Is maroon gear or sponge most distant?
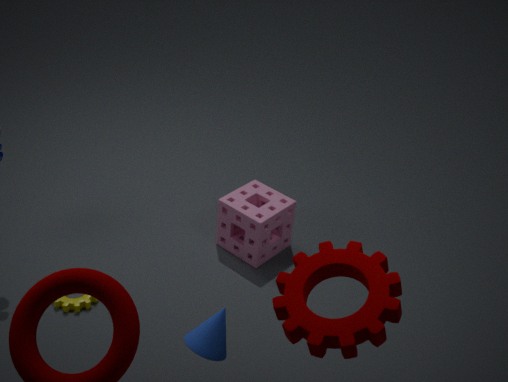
sponge
